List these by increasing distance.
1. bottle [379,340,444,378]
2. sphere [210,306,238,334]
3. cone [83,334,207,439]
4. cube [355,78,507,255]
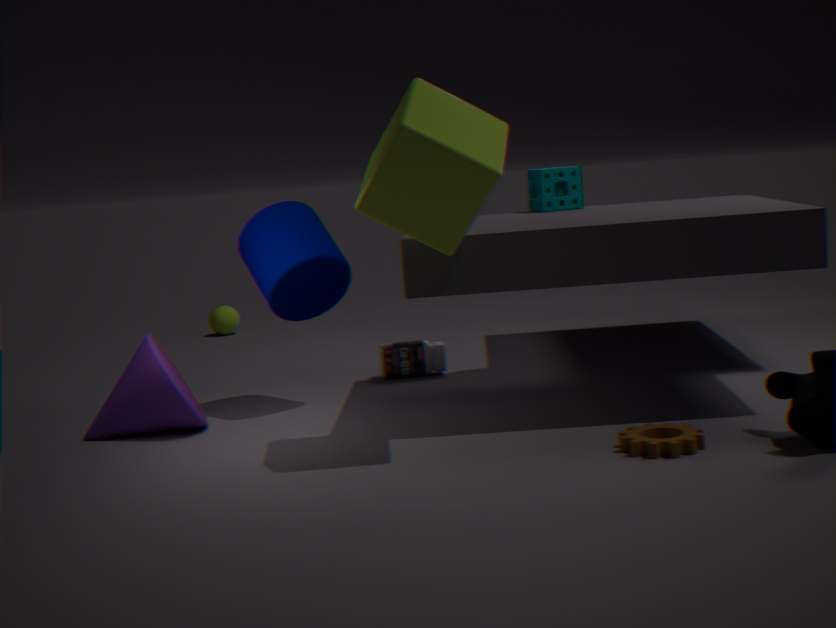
cube [355,78,507,255] < cone [83,334,207,439] < bottle [379,340,444,378] < sphere [210,306,238,334]
